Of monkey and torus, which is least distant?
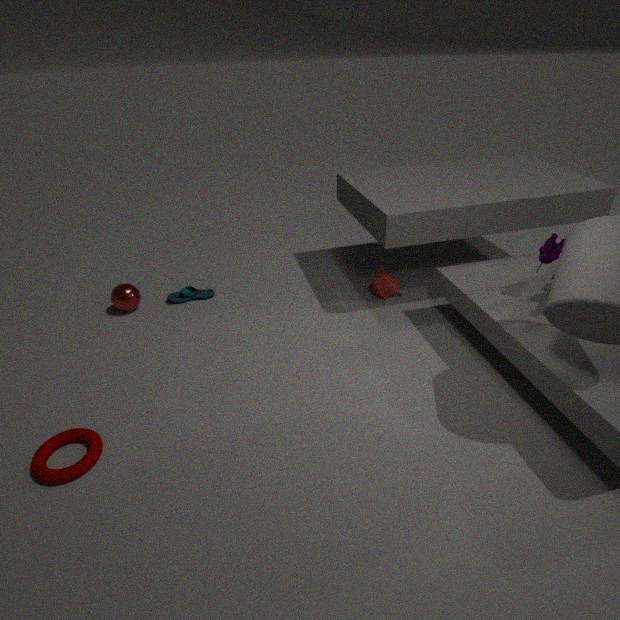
torus
